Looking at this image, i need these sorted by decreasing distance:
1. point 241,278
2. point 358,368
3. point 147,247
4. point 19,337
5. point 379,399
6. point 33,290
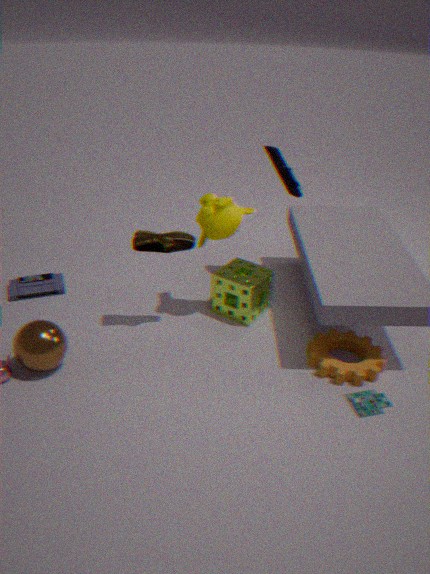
point 33,290 → point 241,278 → point 147,247 → point 358,368 → point 379,399 → point 19,337
